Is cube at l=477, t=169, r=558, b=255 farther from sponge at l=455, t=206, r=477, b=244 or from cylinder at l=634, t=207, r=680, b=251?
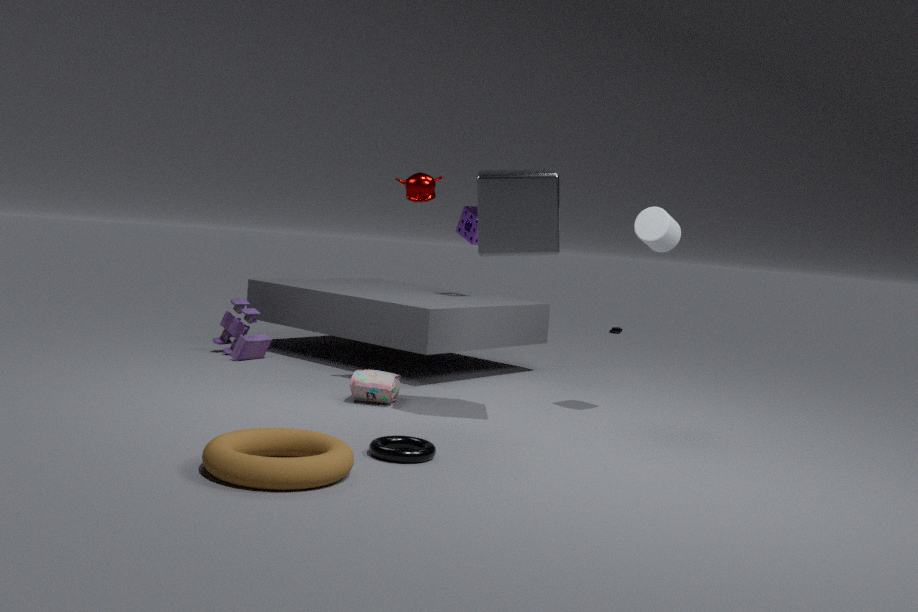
sponge at l=455, t=206, r=477, b=244
